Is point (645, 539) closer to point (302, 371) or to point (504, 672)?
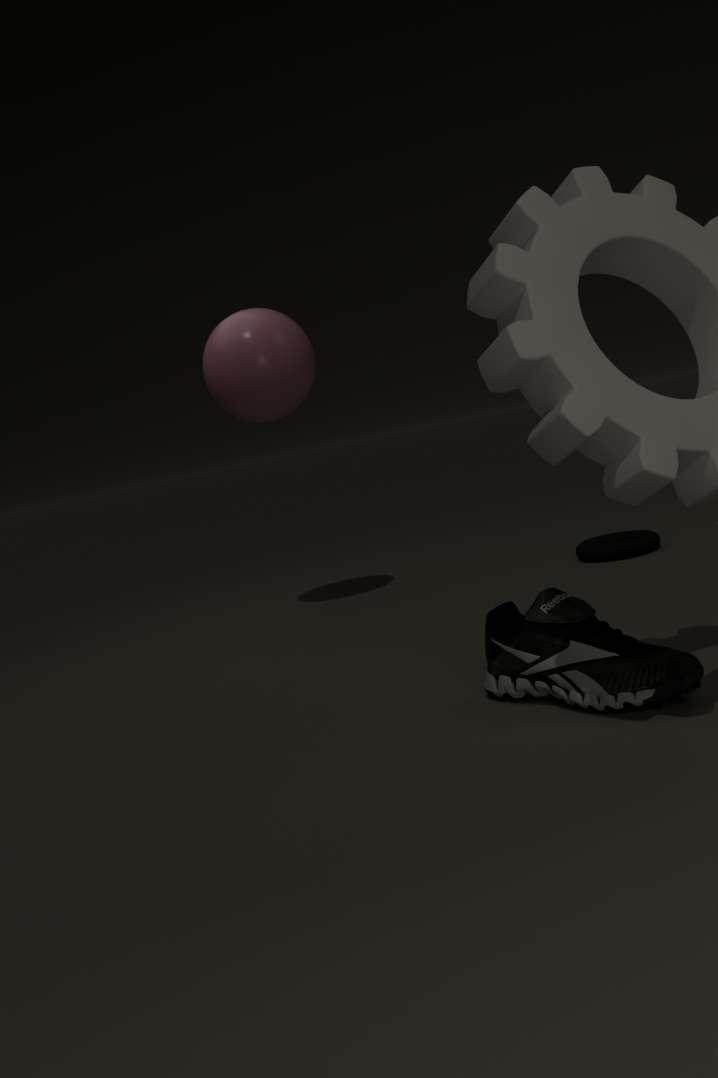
point (302, 371)
